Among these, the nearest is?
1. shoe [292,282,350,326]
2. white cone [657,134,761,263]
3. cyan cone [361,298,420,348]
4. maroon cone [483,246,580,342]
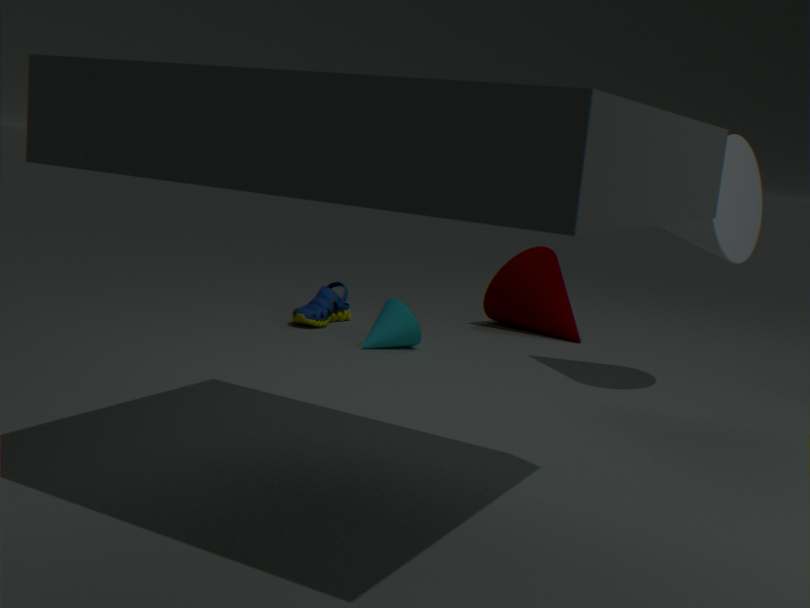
white cone [657,134,761,263]
